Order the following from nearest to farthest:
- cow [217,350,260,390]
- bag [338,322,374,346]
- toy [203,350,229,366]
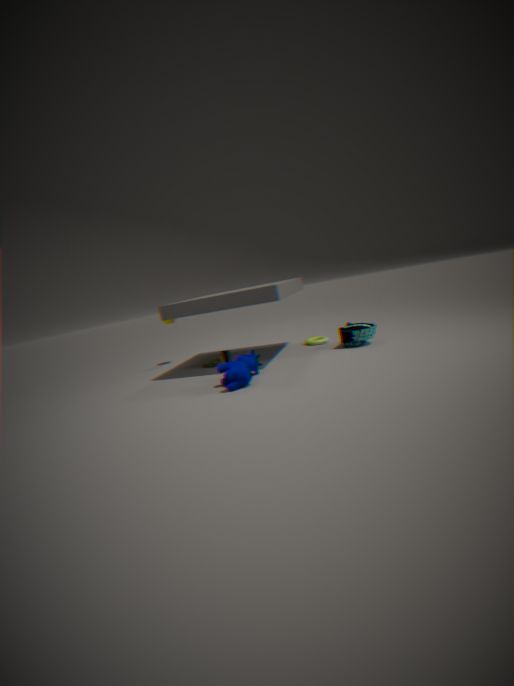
1. cow [217,350,260,390]
2. bag [338,322,374,346]
3. toy [203,350,229,366]
